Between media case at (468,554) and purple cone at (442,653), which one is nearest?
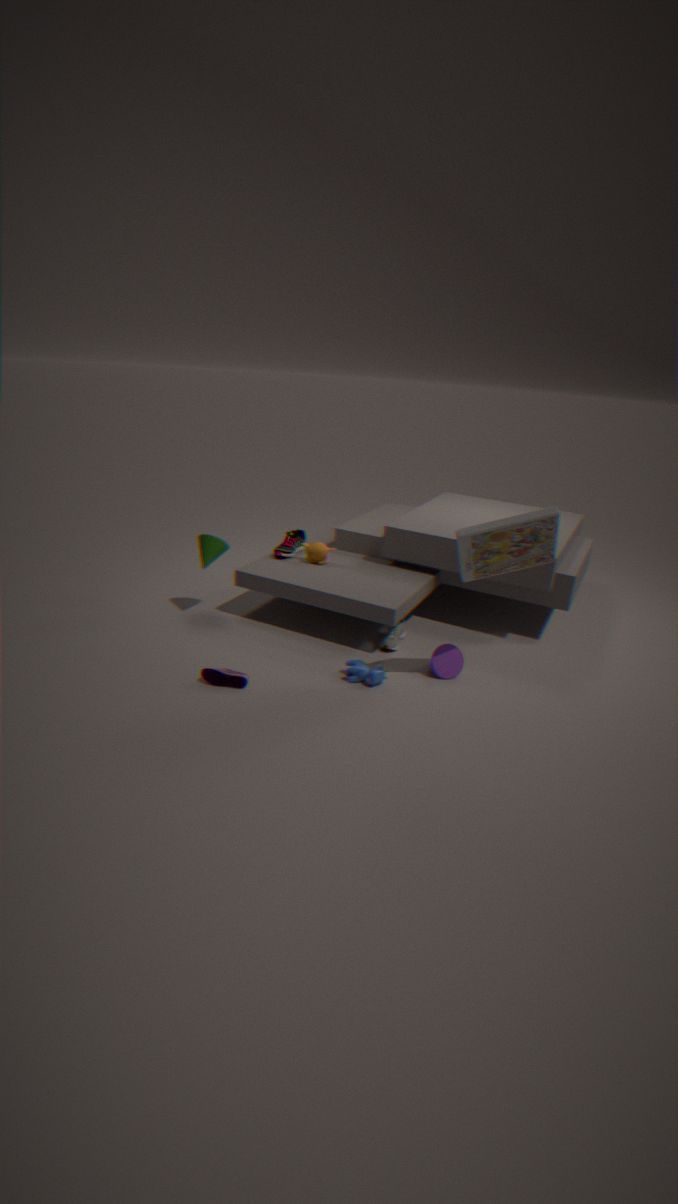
→ media case at (468,554)
